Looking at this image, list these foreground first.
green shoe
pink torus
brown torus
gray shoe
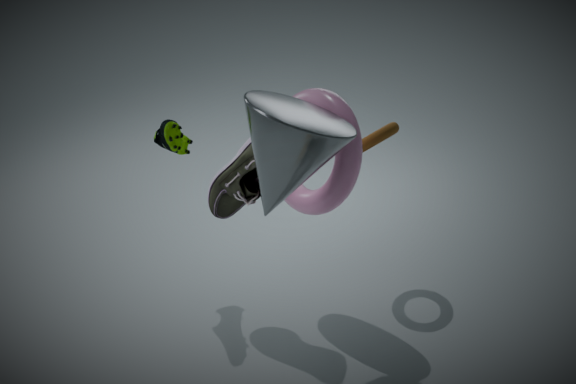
pink torus < gray shoe < brown torus < green shoe
